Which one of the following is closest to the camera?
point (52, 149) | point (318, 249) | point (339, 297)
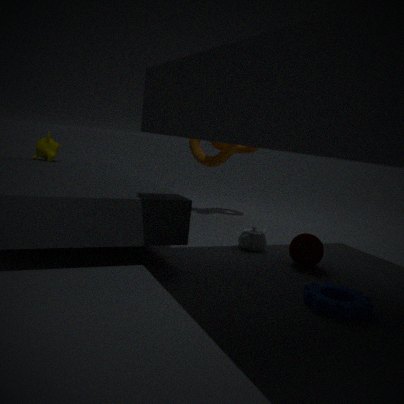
point (339, 297)
